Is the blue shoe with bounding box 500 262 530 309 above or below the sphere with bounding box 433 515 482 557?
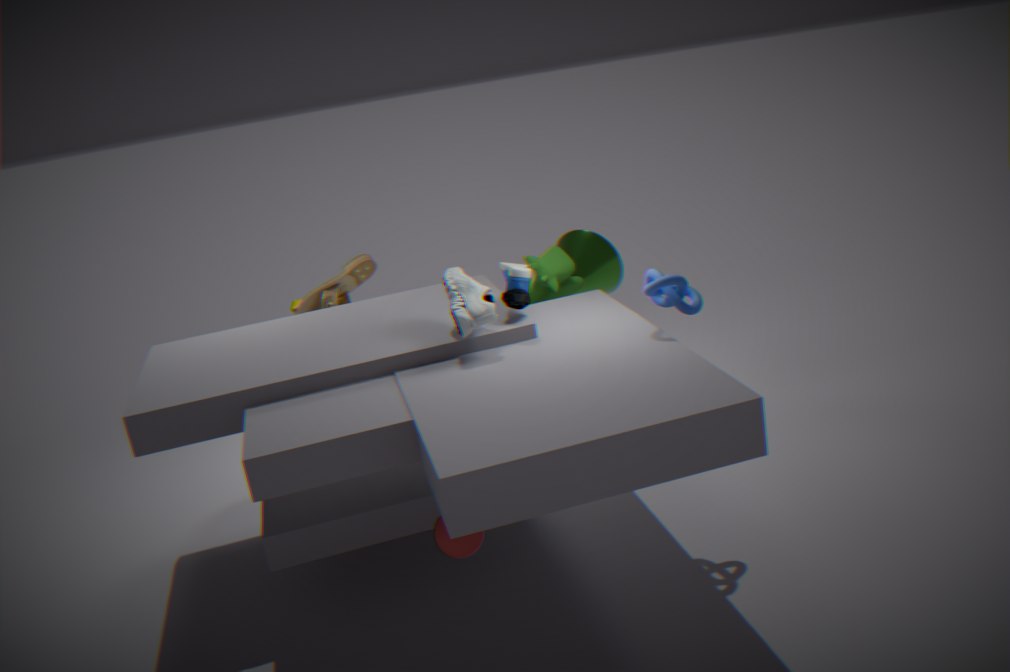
above
